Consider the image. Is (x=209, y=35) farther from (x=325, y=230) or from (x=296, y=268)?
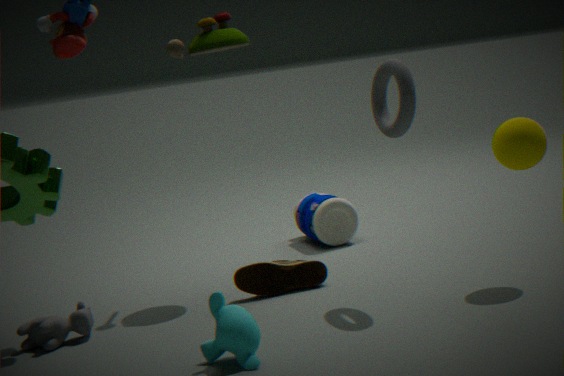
(x=325, y=230)
